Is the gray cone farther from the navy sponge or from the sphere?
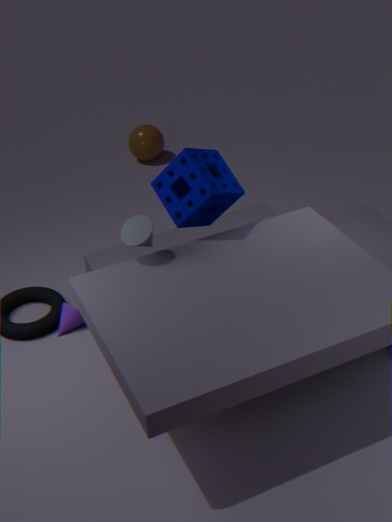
the sphere
